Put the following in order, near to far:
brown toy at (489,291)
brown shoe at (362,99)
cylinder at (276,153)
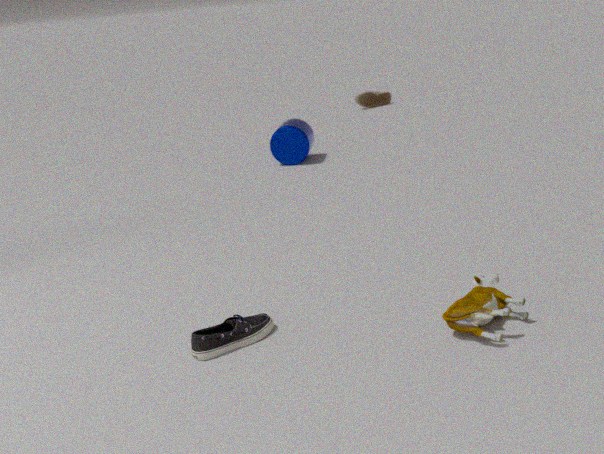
1. brown toy at (489,291)
2. cylinder at (276,153)
3. brown shoe at (362,99)
